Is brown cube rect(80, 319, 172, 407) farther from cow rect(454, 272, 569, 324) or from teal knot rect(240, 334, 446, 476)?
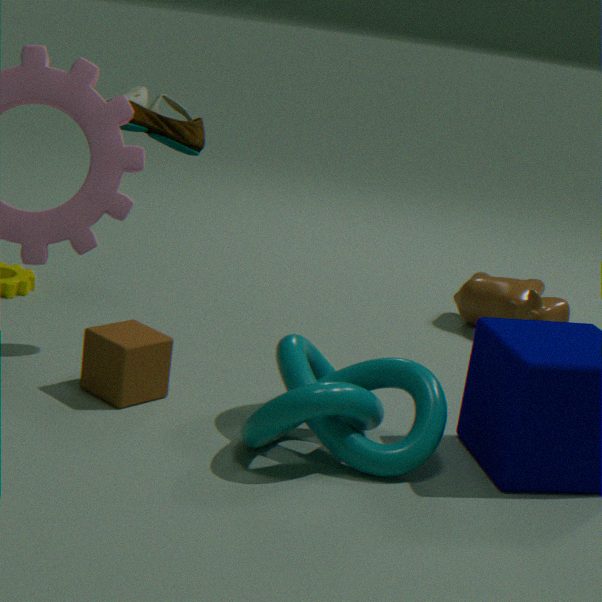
cow rect(454, 272, 569, 324)
